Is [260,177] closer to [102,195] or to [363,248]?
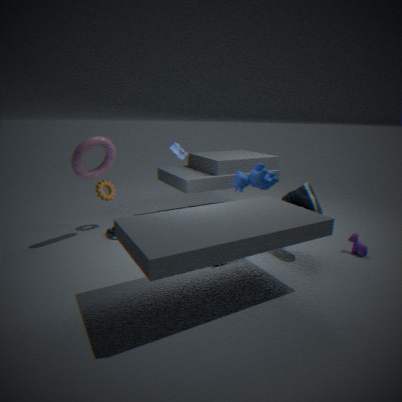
[363,248]
